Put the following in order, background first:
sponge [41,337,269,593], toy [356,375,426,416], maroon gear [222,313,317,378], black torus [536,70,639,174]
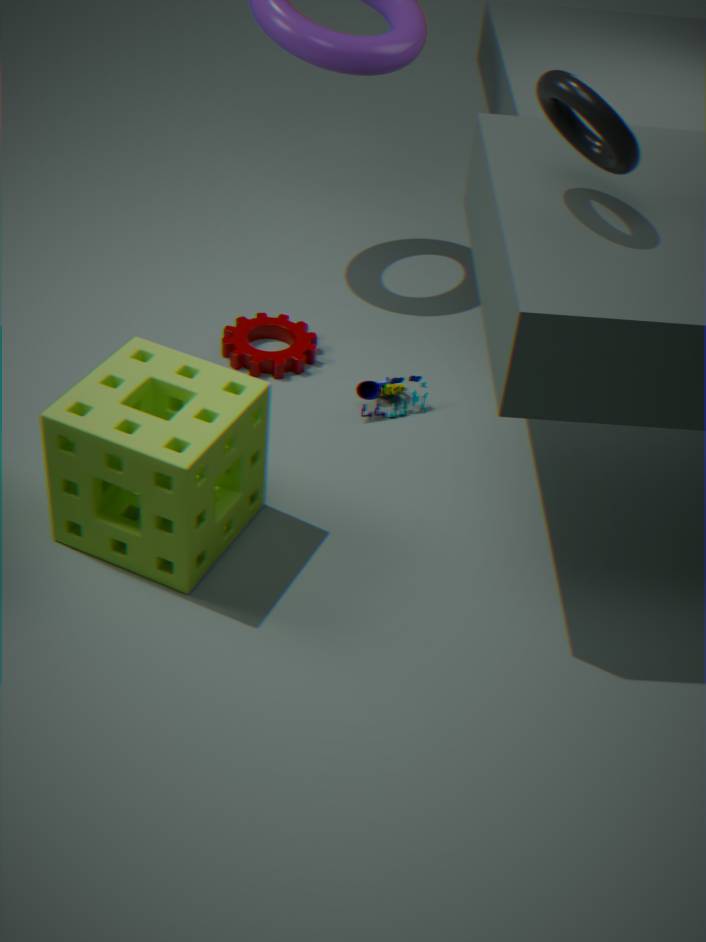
1. maroon gear [222,313,317,378]
2. toy [356,375,426,416]
3. sponge [41,337,269,593]
4. black torus [536,70,639,174]
